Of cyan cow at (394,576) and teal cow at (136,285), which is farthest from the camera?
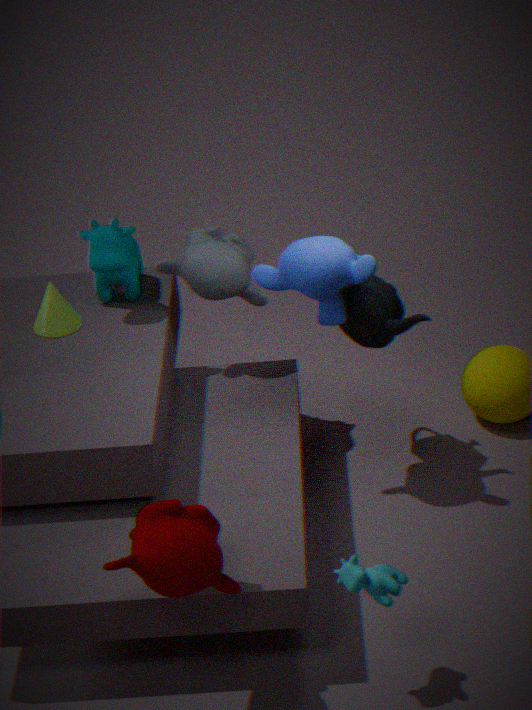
teal cow at (136,285)
